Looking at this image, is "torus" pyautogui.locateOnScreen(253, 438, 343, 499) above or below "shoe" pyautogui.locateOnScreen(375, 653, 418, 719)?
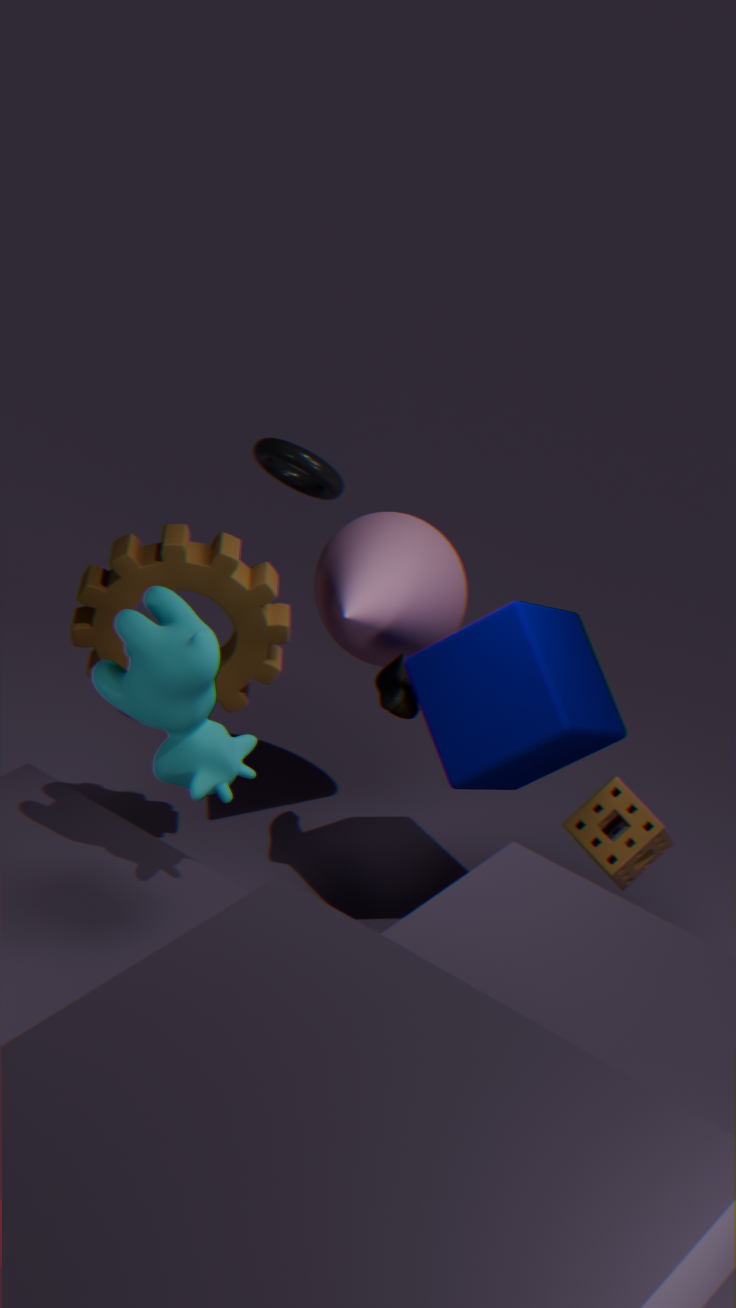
above
